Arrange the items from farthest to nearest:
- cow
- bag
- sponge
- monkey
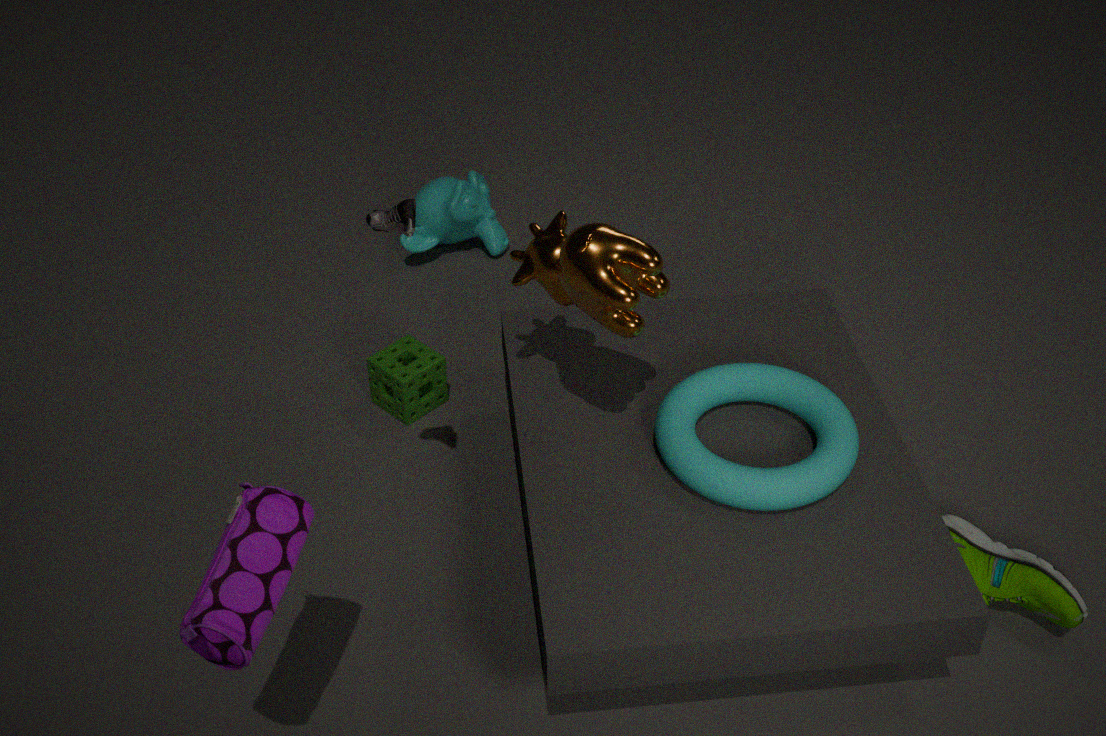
monkey < sponge < cow < bag
